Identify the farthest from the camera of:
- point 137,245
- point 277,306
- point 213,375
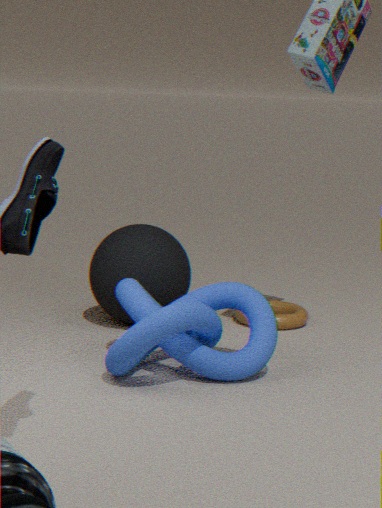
point 277,306
